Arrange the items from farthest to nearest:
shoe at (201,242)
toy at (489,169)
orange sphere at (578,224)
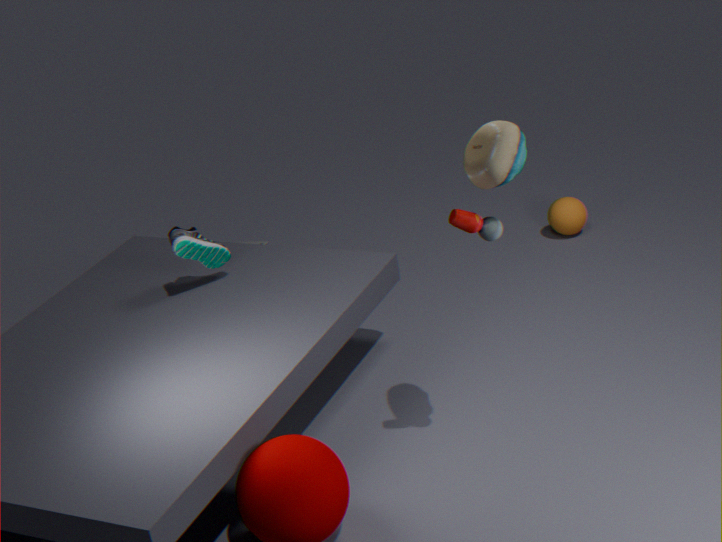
1. orange sphere at (578,224)
2. shoe at (201,242)
3. toy at (489,169)
